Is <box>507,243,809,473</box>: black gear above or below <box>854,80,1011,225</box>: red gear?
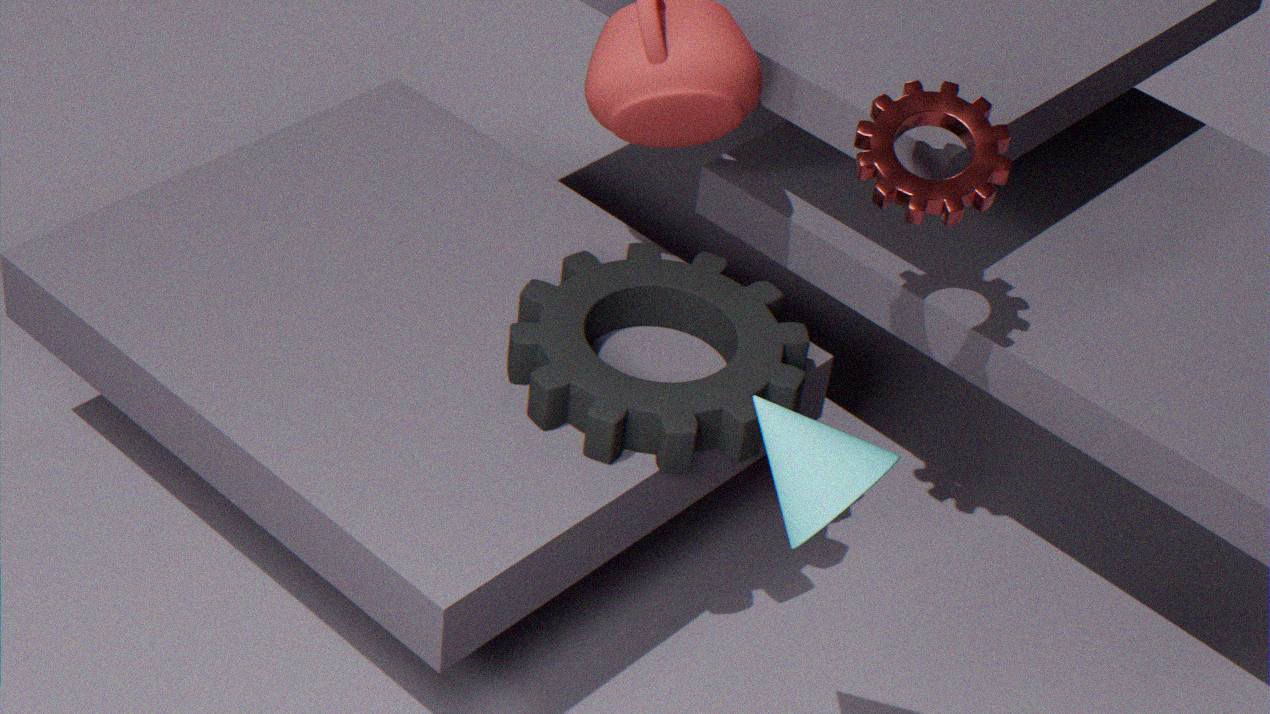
below
